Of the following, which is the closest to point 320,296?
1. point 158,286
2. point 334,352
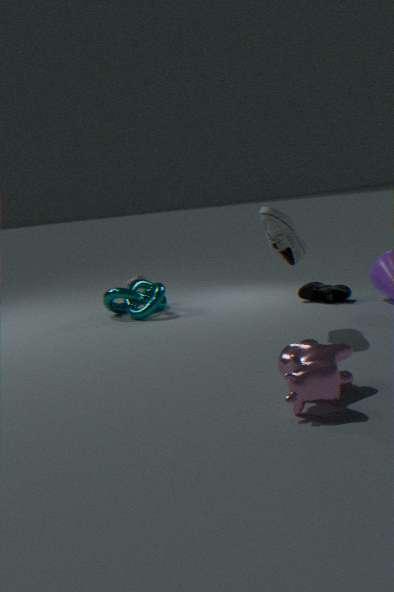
point 158,286
